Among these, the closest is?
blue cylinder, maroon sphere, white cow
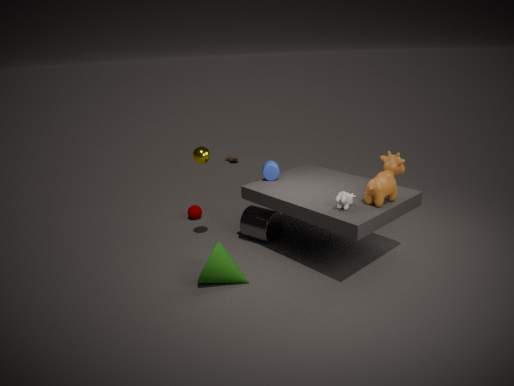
white cow
